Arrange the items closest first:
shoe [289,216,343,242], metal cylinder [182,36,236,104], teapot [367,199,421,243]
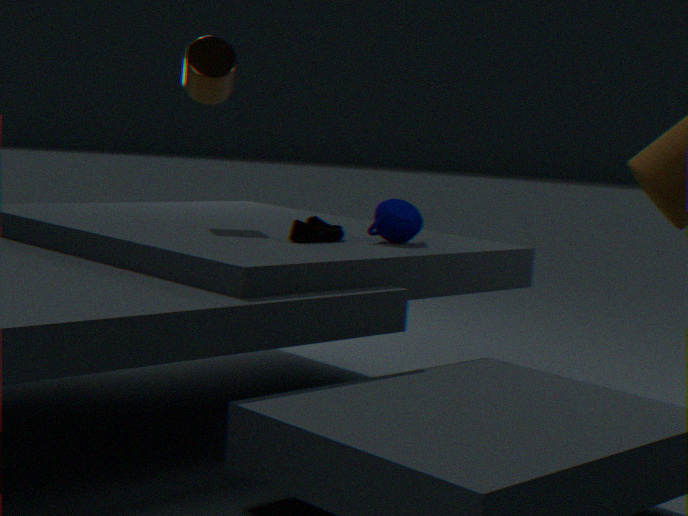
shoe [289,216,343,242] → teapot [367,199,421,243] → metal cylinder [182,36,236,104]
